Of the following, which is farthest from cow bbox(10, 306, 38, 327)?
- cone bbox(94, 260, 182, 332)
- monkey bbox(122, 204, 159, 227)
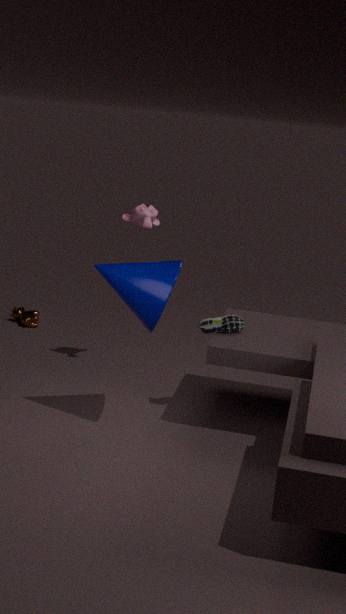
cone bbox(94, 260, 182, 332)
